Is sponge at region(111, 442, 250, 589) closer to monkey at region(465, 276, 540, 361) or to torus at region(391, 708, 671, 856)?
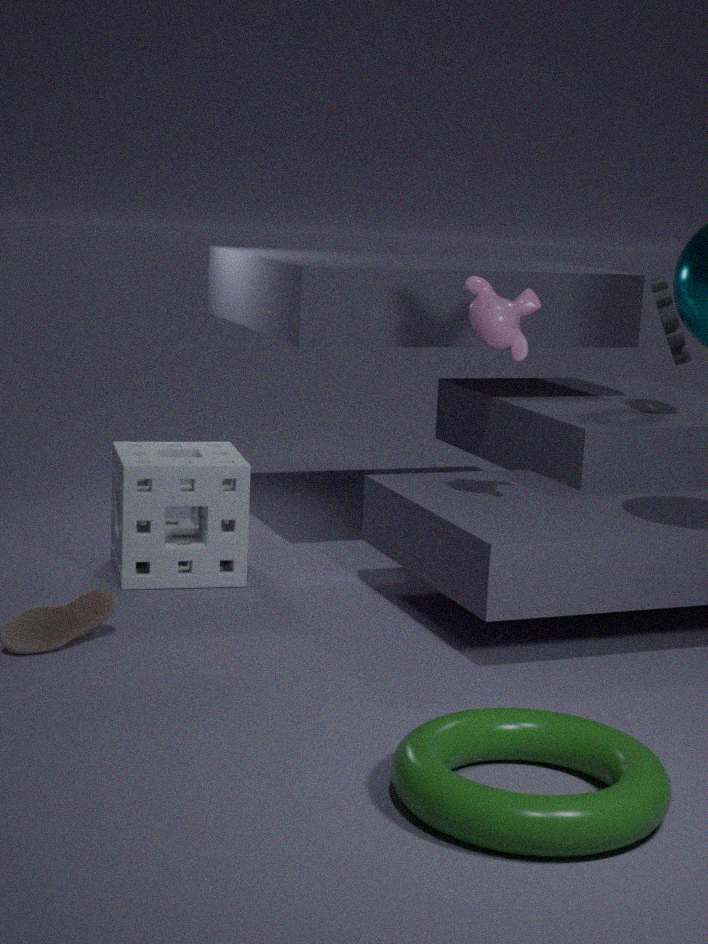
monkey at region(465, 276, 540, 361)
